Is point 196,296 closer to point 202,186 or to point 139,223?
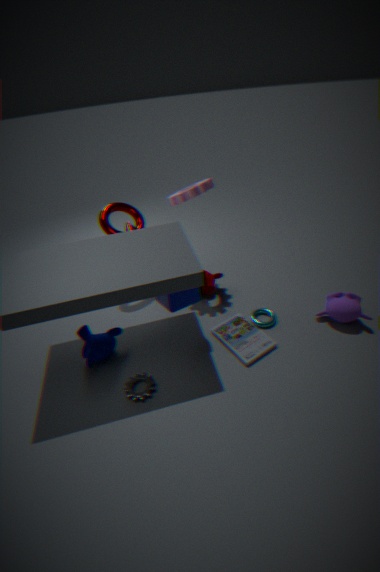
point 202,186
